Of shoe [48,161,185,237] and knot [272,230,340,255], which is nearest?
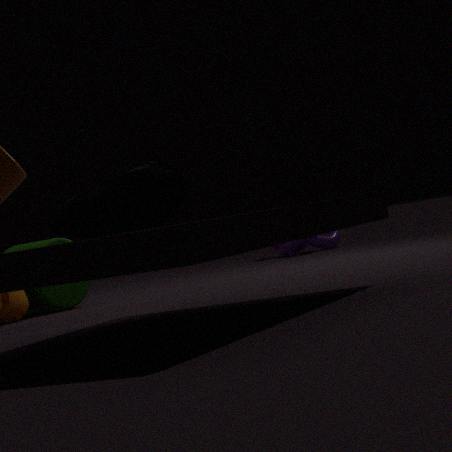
shoe [48,161,185,237]
